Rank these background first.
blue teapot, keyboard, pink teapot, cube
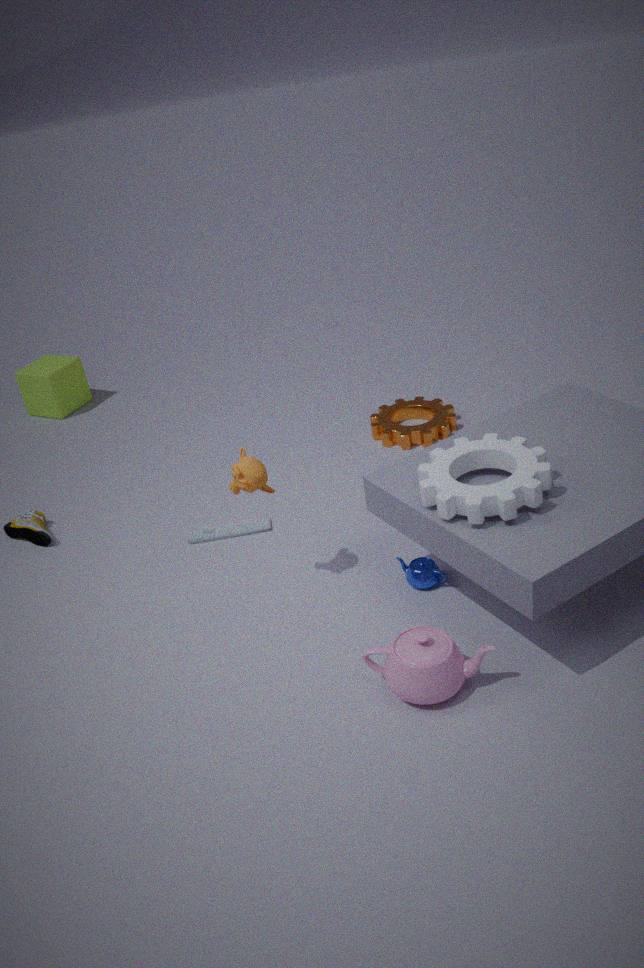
1. cube
2. keyboard
3. blue teapot
4. pink teapot
